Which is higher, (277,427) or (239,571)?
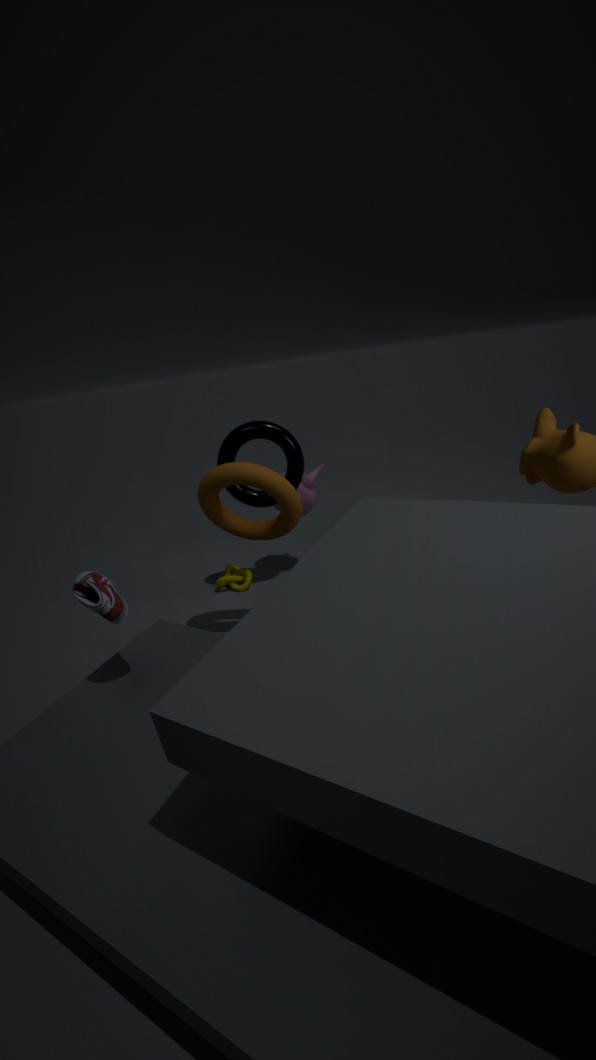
(277,427)
